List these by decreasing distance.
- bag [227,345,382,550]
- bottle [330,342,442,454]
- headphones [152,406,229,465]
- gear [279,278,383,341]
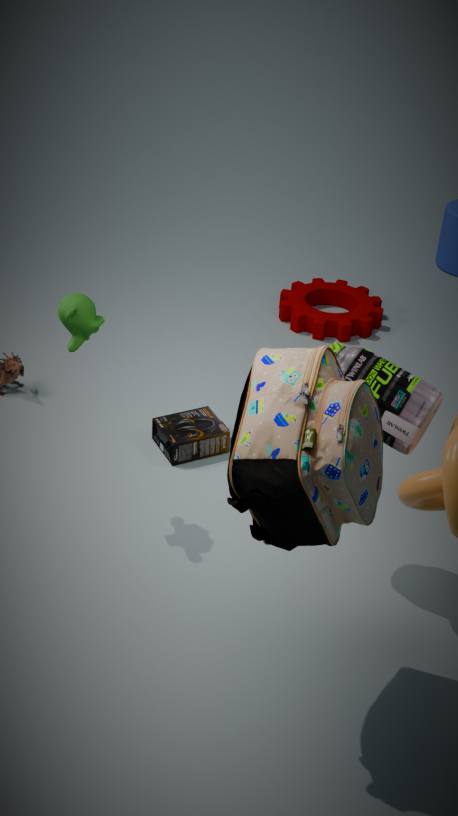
gear [279,278,383,341] → headphones [152,406,229,465] → bottle [330,342,442,454] → bag [227,345,382,550]
